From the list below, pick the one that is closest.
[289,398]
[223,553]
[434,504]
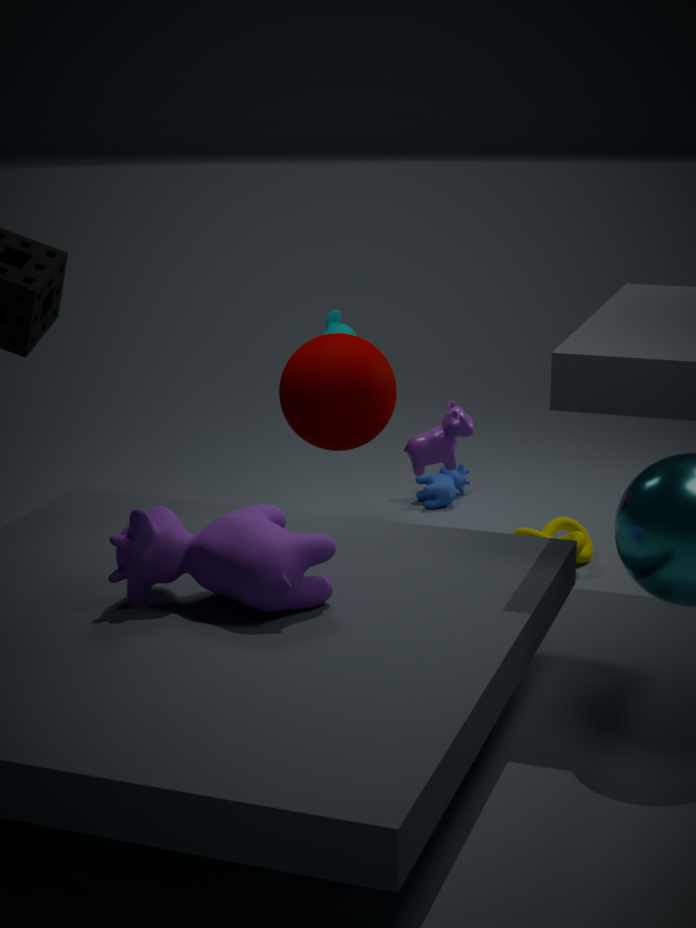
[223,553]
